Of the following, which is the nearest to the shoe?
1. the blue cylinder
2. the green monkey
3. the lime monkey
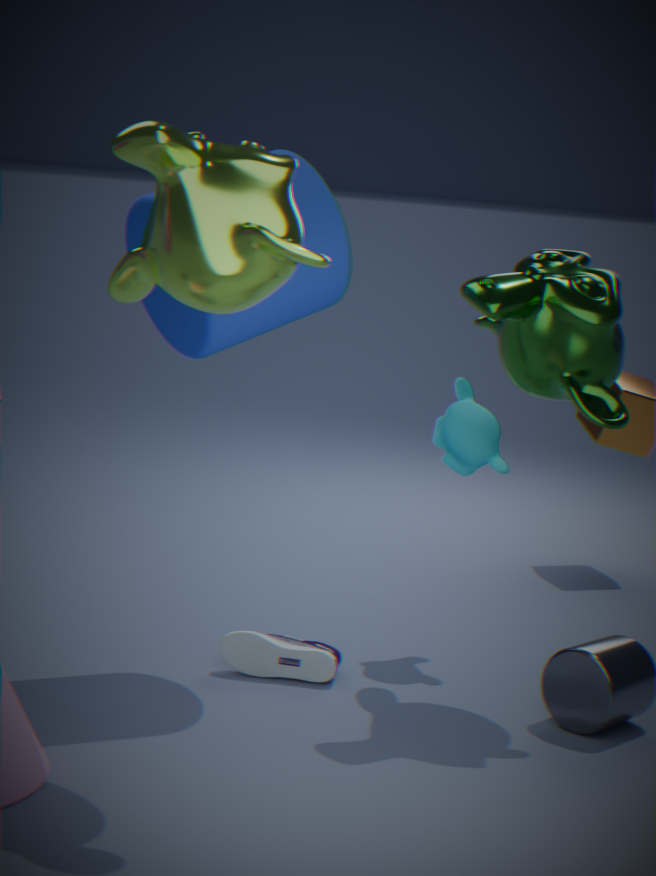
the blue cylinder
